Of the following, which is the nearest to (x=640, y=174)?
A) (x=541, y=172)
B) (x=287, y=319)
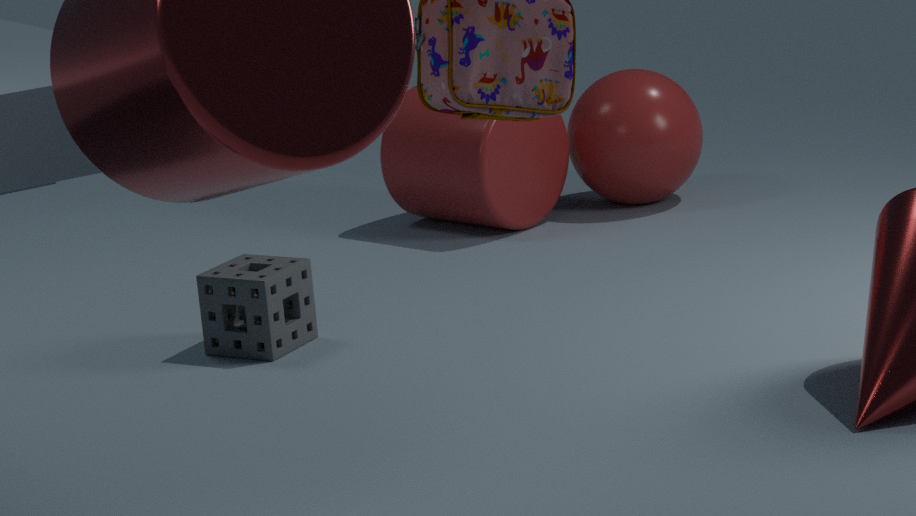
(x=541, y=172)
